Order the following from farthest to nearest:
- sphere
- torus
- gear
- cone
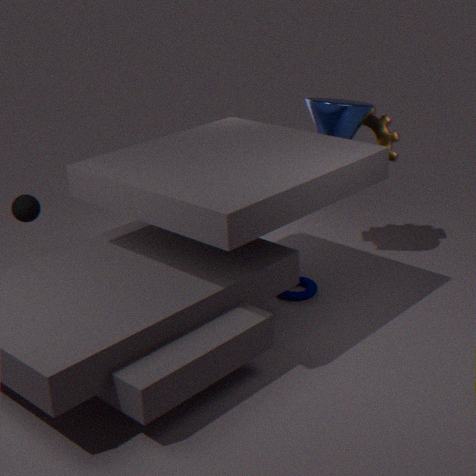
gear, sphere, cone, torus
